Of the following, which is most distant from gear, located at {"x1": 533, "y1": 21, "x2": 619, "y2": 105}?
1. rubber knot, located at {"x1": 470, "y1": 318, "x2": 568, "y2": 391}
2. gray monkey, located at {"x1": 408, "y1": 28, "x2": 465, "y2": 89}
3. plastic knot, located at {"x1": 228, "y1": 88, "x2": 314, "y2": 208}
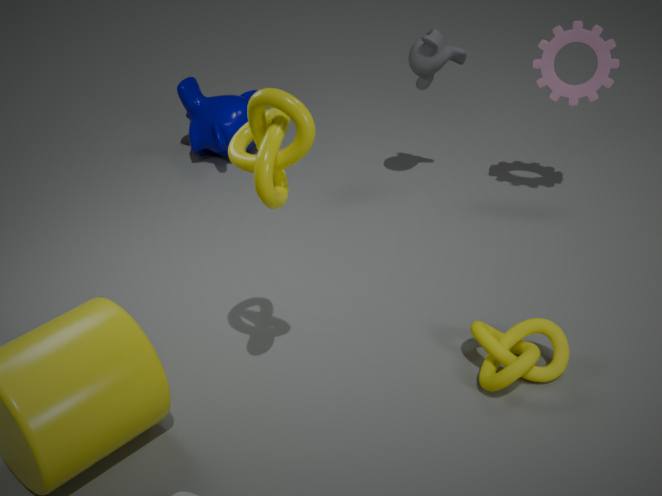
plastic knot, located at {"x1": 228, "y1": 88, "x2": 314, "y2": 208}
